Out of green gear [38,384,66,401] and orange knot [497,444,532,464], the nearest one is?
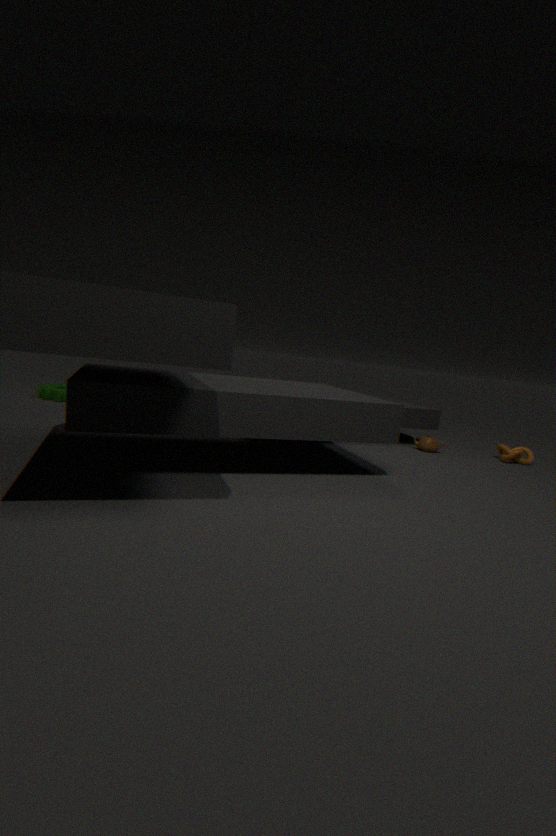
orange knot [497,444,532,464]
